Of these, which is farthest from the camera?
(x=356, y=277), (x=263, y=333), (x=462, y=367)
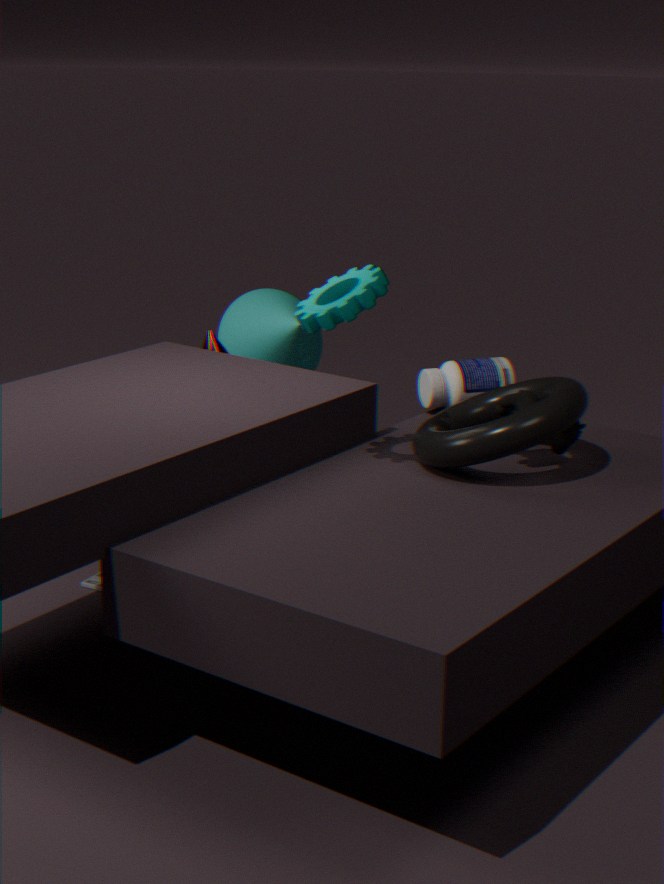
(x=263, y=333)
